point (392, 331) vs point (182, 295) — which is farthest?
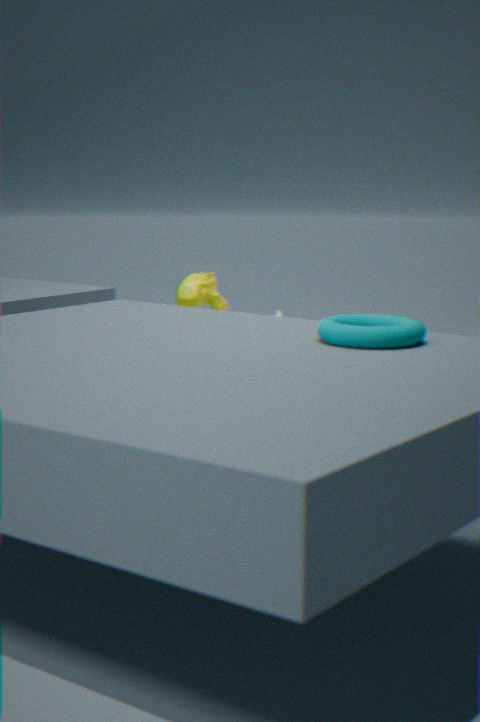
point (182, 295)
